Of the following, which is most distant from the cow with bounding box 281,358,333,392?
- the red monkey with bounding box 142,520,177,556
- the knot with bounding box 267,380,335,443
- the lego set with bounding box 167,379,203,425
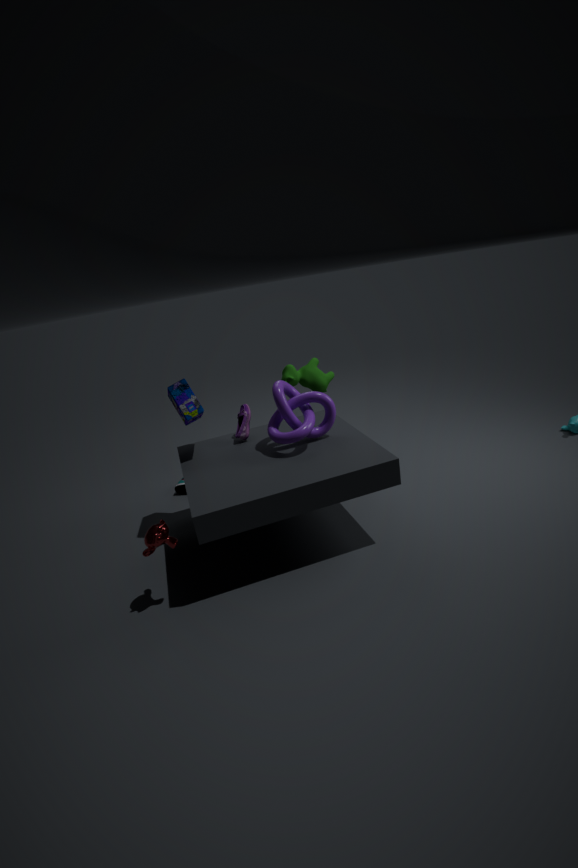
the red monkey with bounding box 142,520,177,556
